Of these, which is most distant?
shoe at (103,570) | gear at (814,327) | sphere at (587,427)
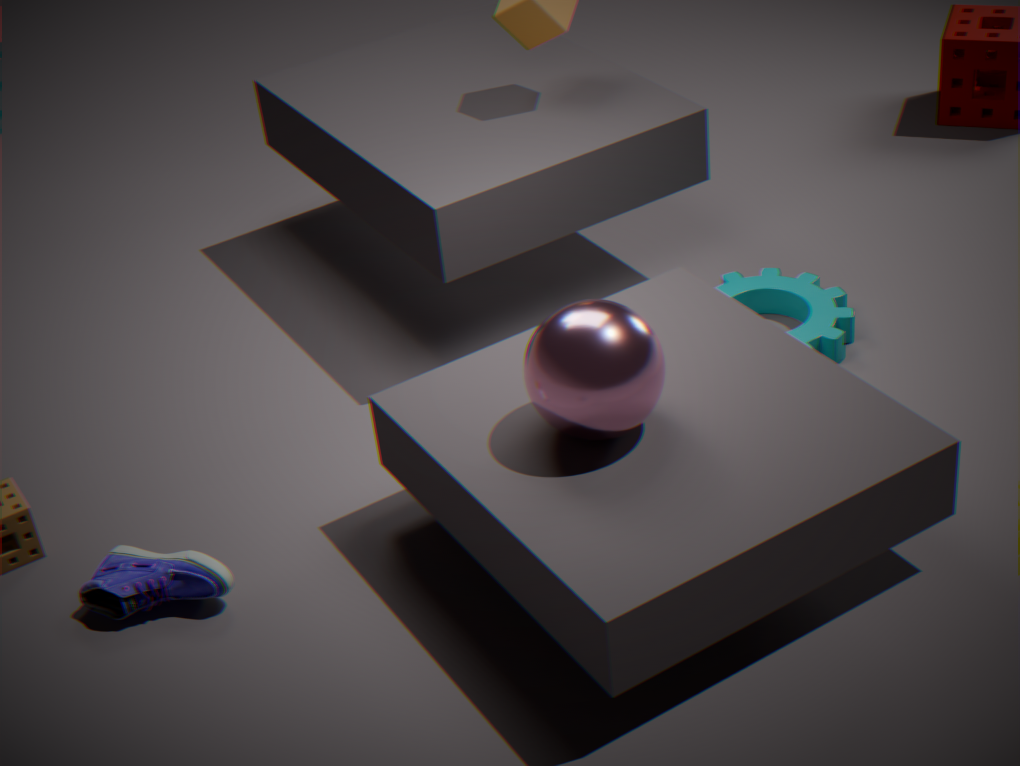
gear at (814,327)
